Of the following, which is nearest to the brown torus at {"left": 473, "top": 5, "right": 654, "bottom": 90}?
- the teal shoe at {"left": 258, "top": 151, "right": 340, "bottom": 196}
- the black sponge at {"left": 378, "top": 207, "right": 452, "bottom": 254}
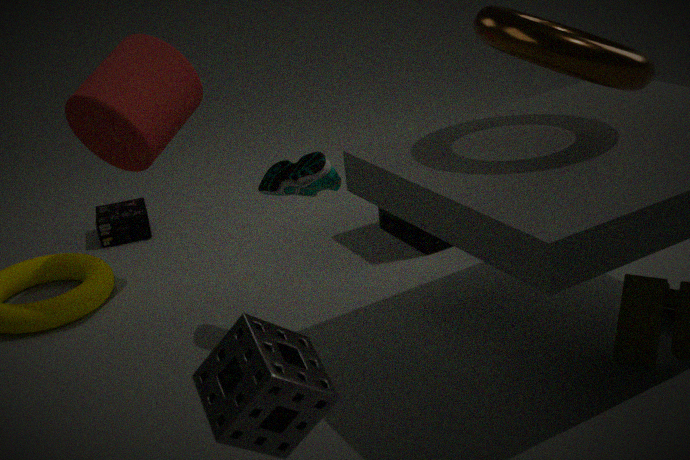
the teal shoe at {"left": 258, "top": 151, "right": 340, "bottom": 196}
